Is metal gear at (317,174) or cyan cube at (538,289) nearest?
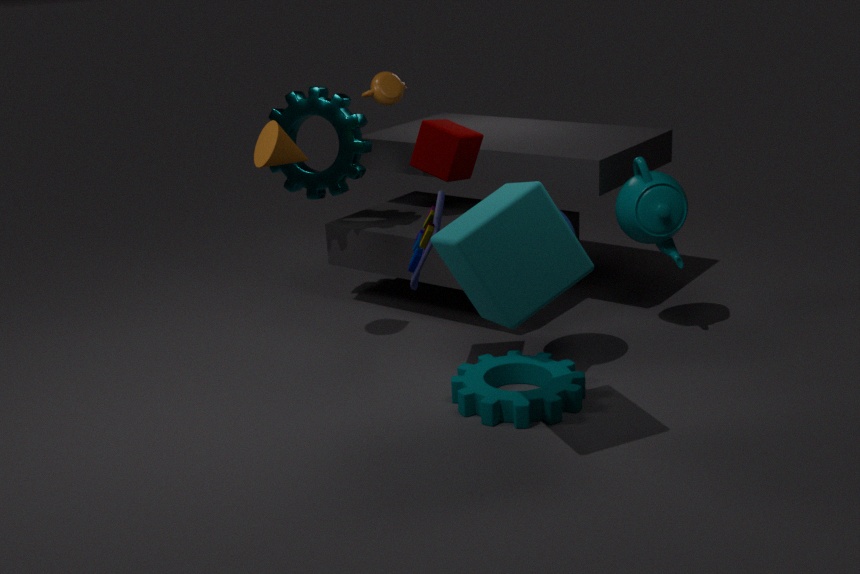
cyan cube at (538,289)
